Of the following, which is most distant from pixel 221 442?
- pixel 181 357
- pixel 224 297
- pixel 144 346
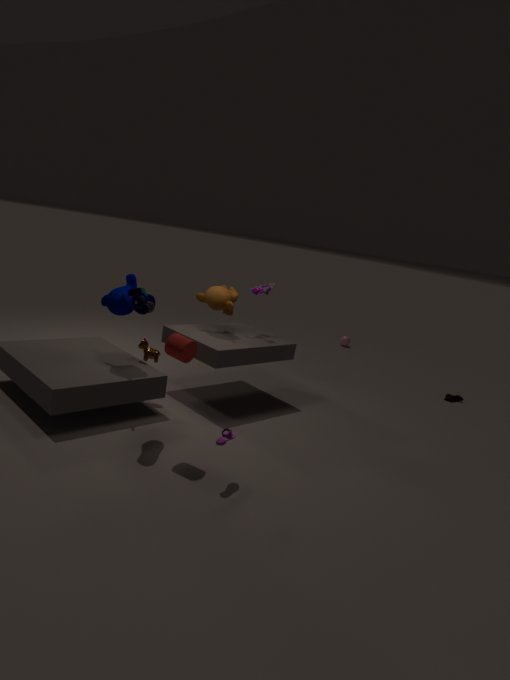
pixel 224 297
